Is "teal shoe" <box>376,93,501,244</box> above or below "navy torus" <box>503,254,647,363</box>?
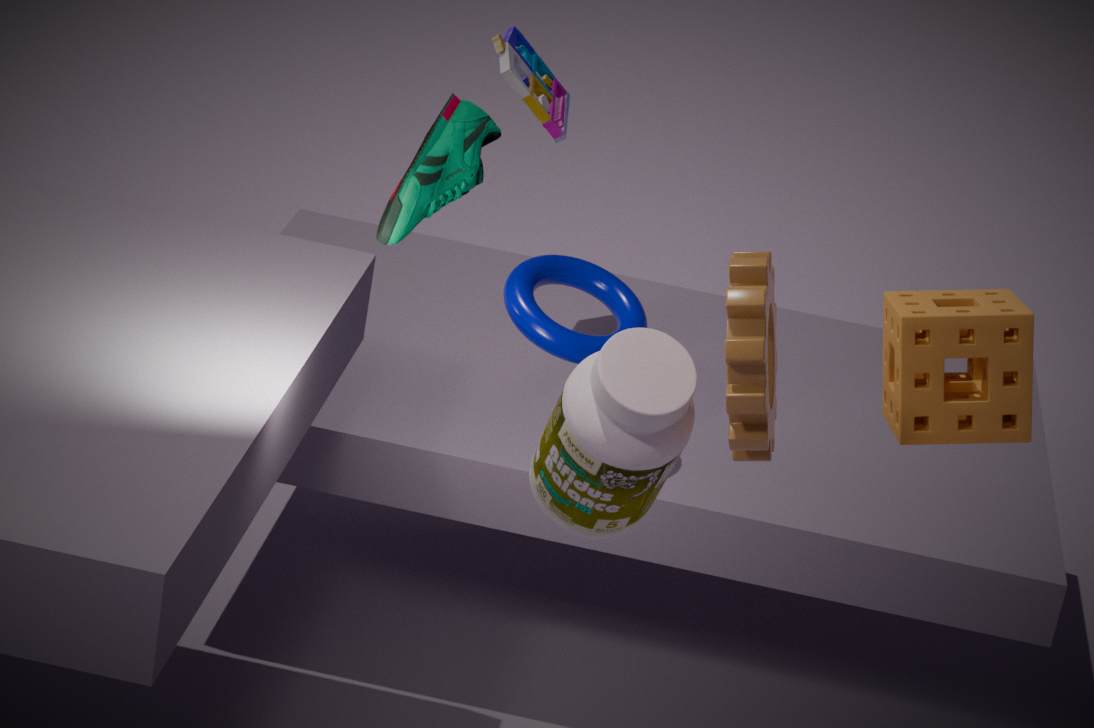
above
